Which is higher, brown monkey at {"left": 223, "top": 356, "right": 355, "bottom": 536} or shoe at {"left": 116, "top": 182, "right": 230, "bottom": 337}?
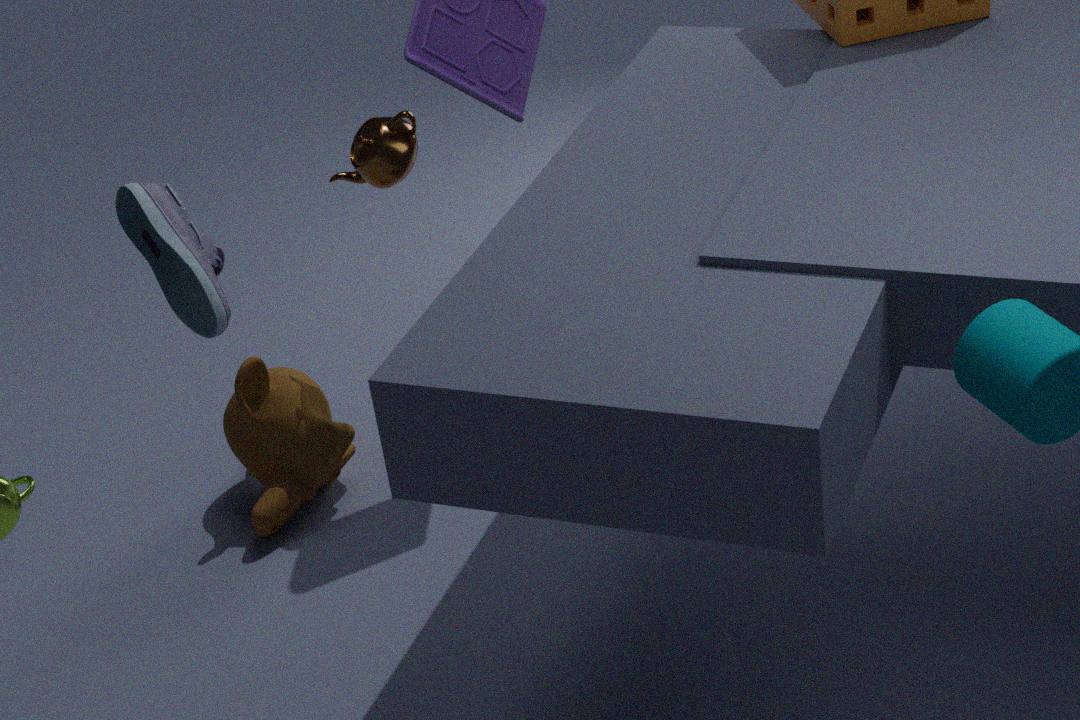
shoe at {"left": 116, "top": 182, "right": 230, "bottom": 337}
